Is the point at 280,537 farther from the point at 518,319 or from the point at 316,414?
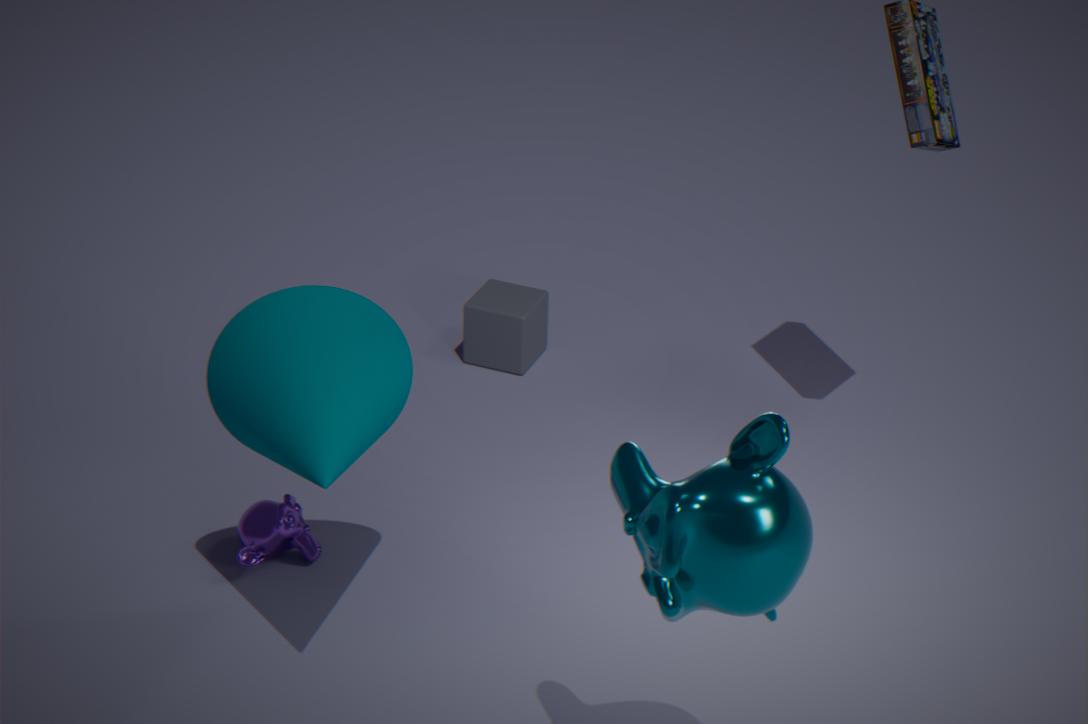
the point at 518,319
